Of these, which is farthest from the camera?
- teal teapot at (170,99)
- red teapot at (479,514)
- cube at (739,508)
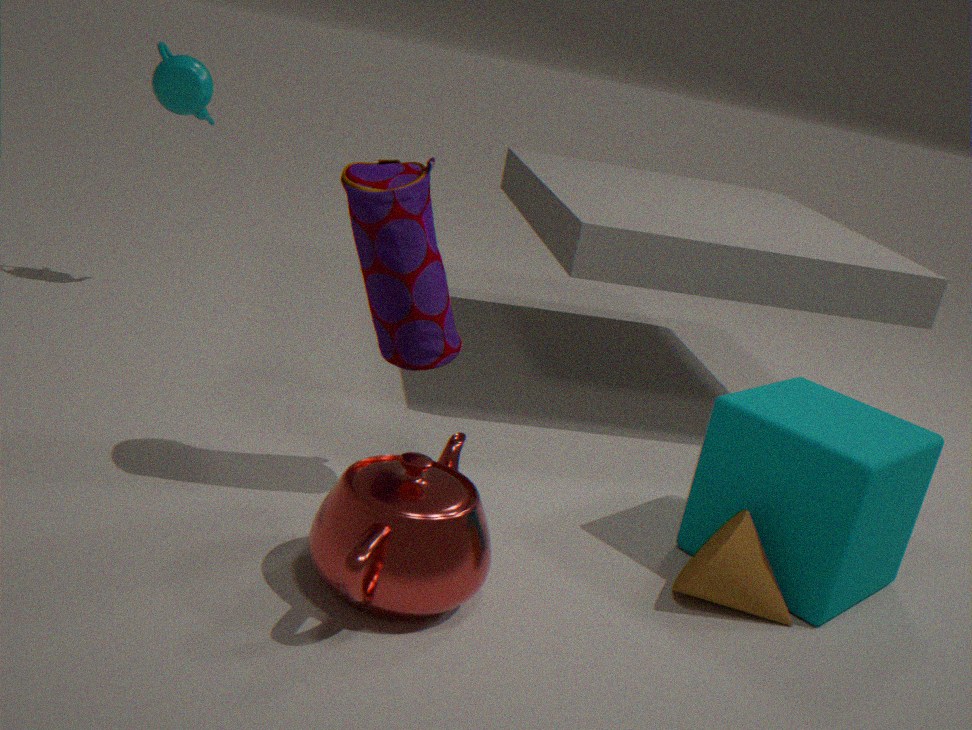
teal teapot at (170,99)
